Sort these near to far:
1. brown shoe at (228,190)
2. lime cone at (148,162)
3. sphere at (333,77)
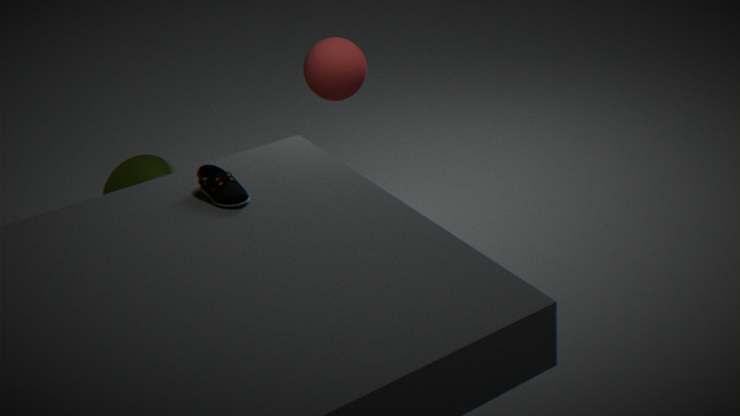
brown shoe at (228,190)
lime cone at (148,162)
sphere at (333,77)
